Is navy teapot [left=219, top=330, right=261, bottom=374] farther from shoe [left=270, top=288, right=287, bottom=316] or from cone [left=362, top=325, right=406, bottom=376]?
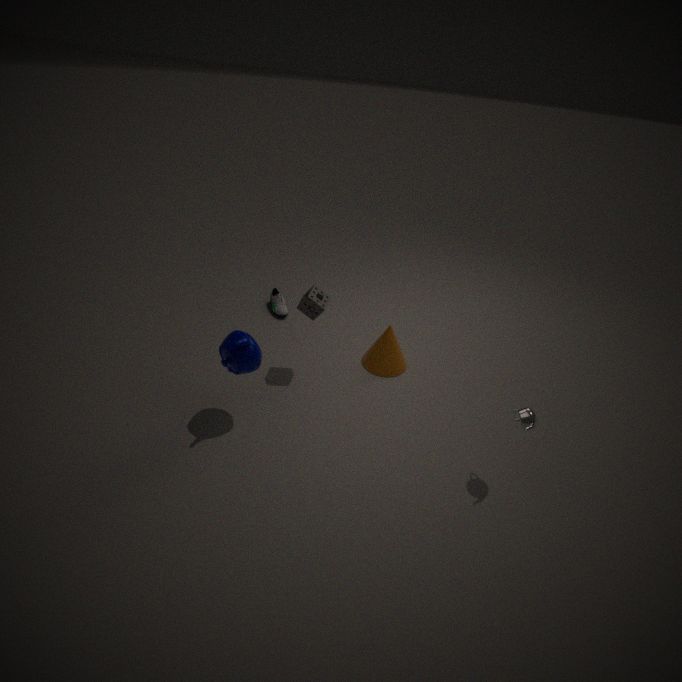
shoe [left=270, top=288, right=287, bottom=316]
